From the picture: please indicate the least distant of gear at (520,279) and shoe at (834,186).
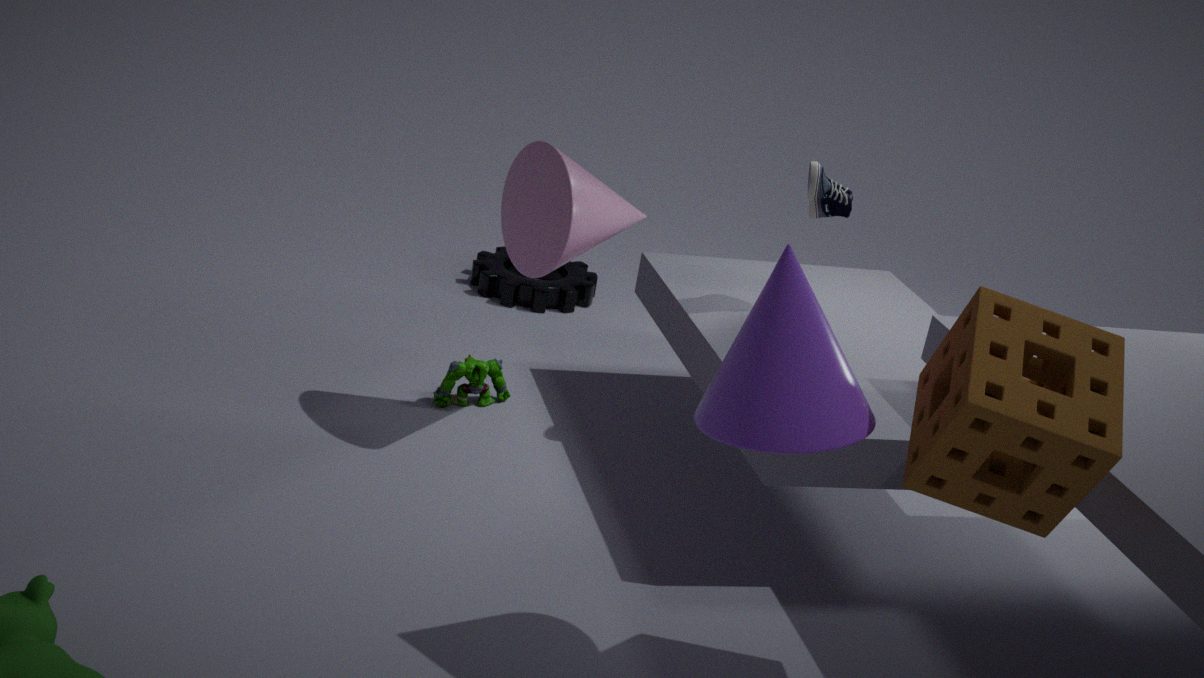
shoe at (834,186)
